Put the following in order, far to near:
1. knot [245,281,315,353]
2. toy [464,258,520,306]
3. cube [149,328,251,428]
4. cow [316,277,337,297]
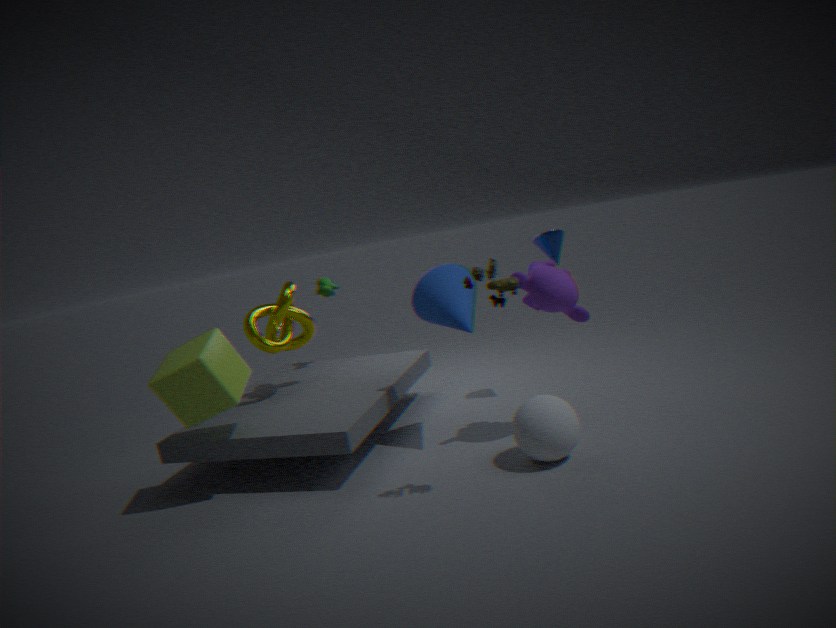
cow [316,277,337,297] → knot [245,281,315,353] → cube [149,328,251,428] → toy [464,258,520,306]
